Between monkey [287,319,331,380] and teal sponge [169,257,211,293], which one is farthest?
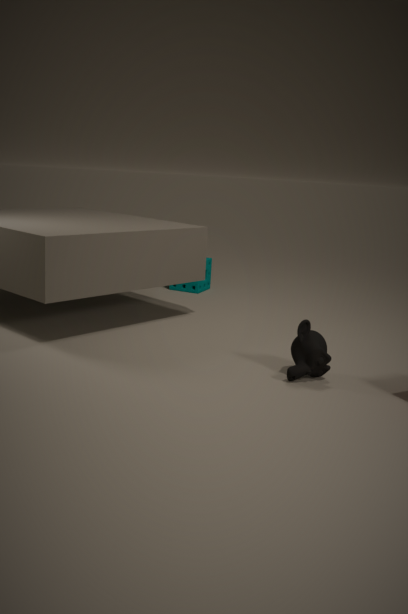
teal sponge [169,257,211,293]
